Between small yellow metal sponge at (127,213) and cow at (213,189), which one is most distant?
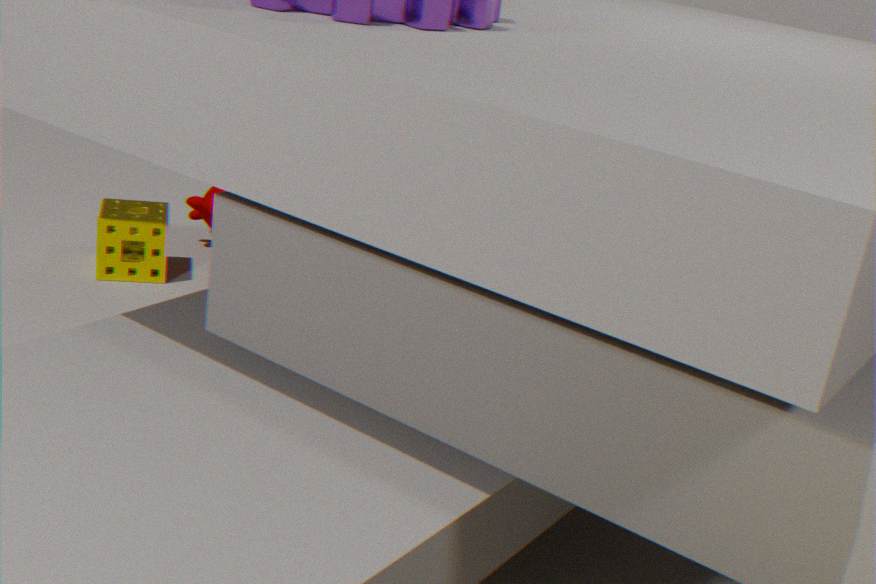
cow at (213,189)
